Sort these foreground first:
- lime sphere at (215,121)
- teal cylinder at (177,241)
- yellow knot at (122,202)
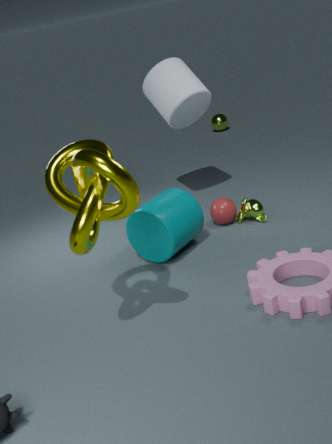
yellow knot at (122,202)
teal cylinder at (177,241)
lime sphere at (215,121)
